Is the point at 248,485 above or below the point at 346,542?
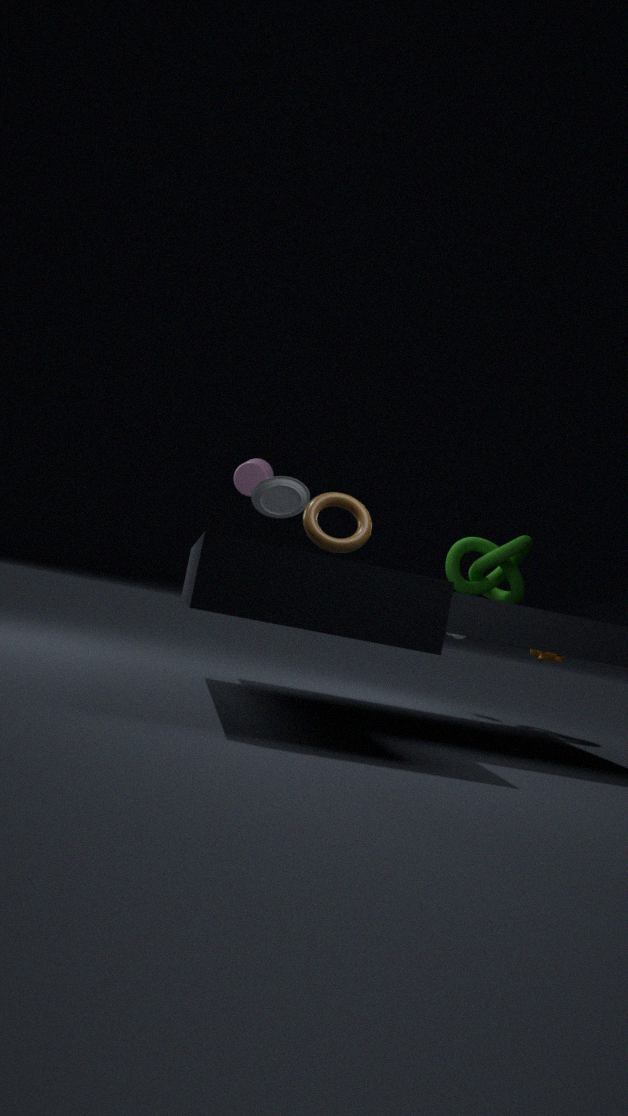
above
